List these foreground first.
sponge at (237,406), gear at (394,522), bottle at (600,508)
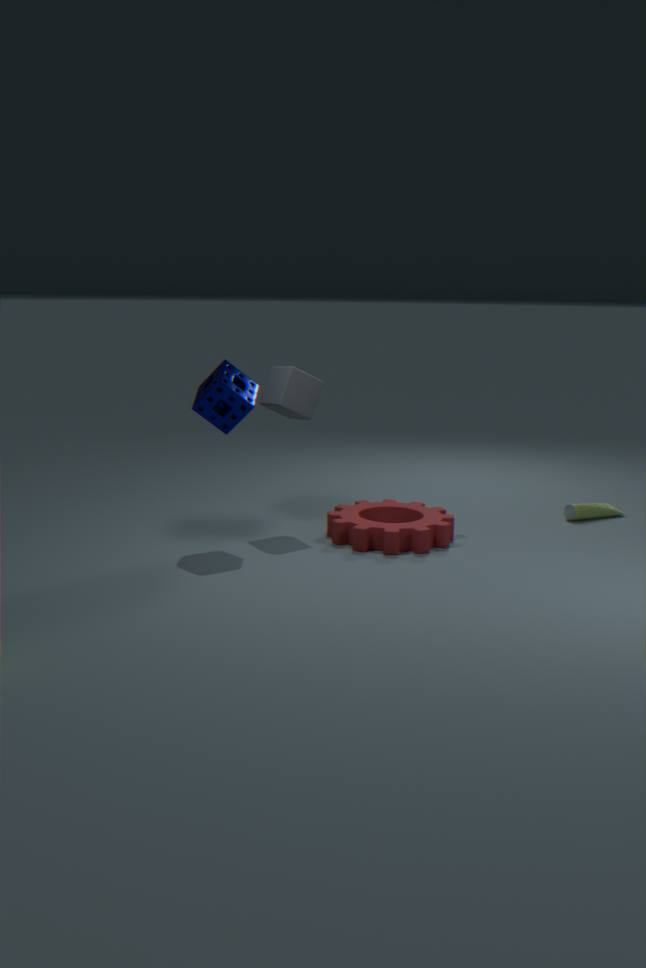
sponge at (237,406)
gear at (394,522)
bottle at (600,508)
